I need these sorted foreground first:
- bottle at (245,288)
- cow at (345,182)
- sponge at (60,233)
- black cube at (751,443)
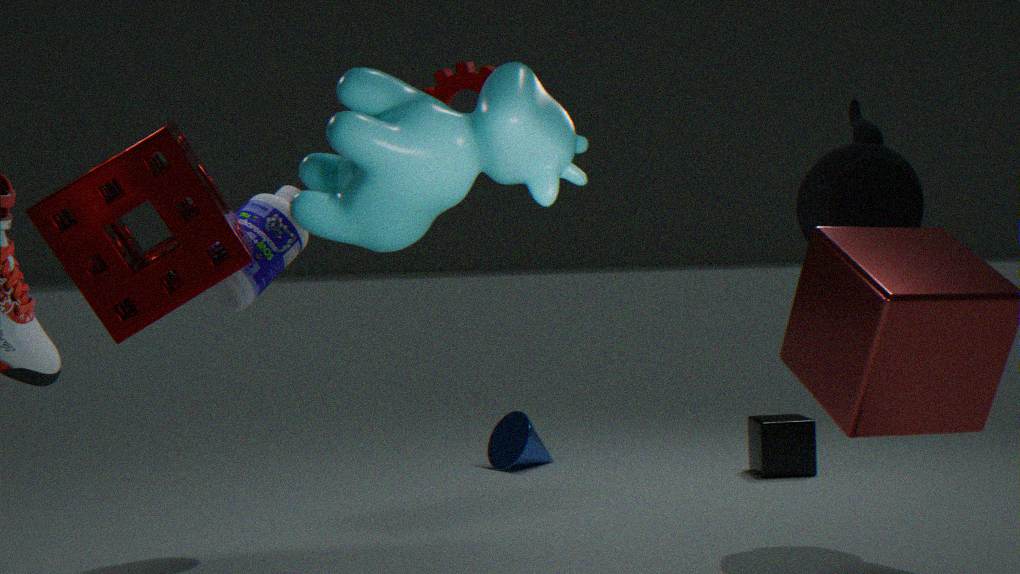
1. cow at (345,182)
2. sponge at (60,233)
3. bottle at (245,288)
4. black cube at (751,443)
